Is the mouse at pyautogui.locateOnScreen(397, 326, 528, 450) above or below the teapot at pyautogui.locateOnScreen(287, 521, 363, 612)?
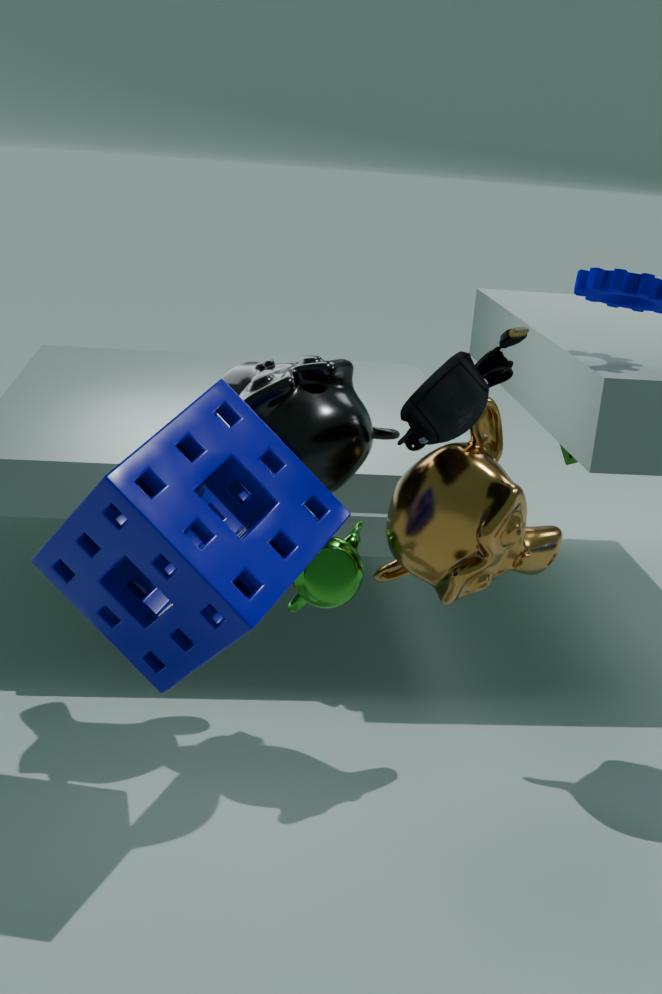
above
